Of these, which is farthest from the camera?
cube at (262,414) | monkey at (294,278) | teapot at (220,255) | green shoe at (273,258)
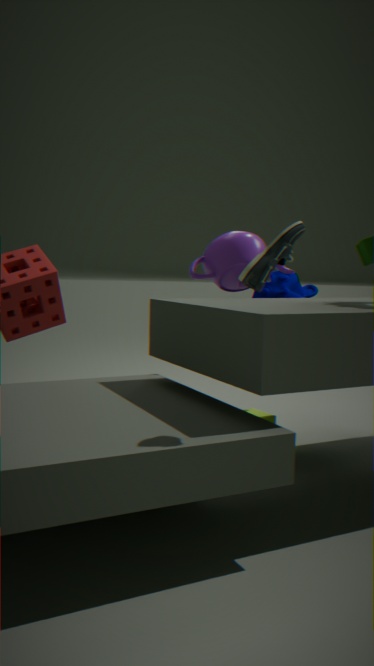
monkey at (294,278)
